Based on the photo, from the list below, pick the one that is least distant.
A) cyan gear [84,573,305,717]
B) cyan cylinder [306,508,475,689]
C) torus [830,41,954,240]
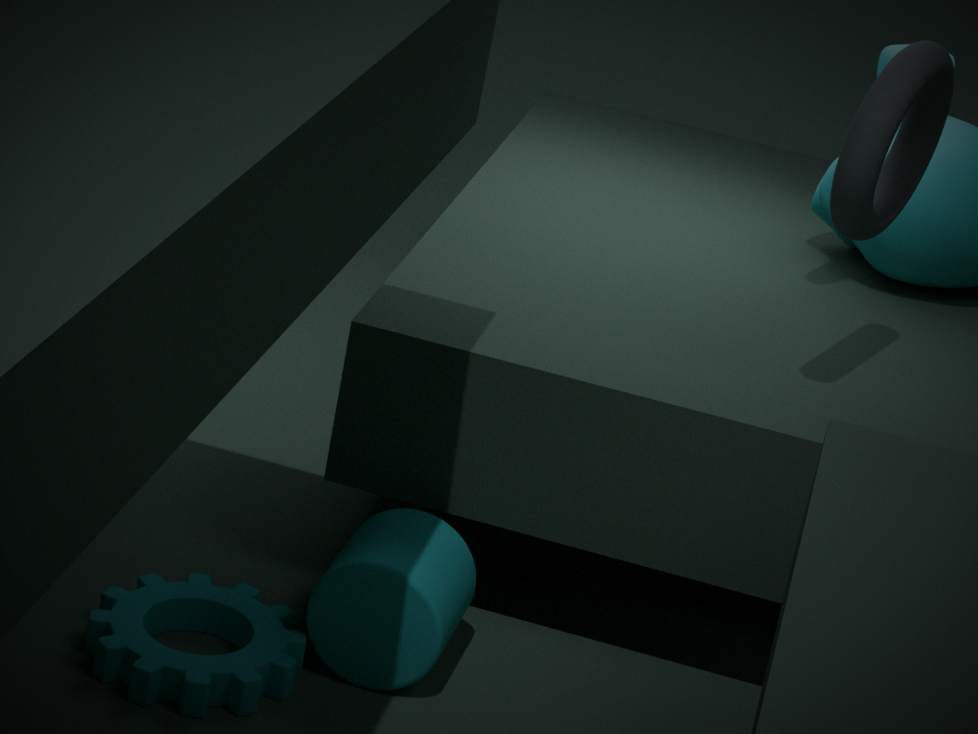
cyan gear [84,573,305,717]
